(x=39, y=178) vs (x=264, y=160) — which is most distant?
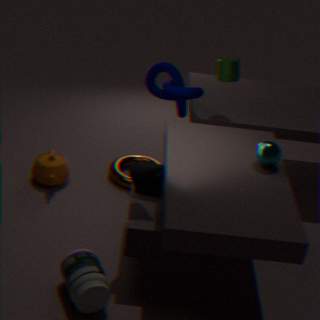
(x=39, y=178)
